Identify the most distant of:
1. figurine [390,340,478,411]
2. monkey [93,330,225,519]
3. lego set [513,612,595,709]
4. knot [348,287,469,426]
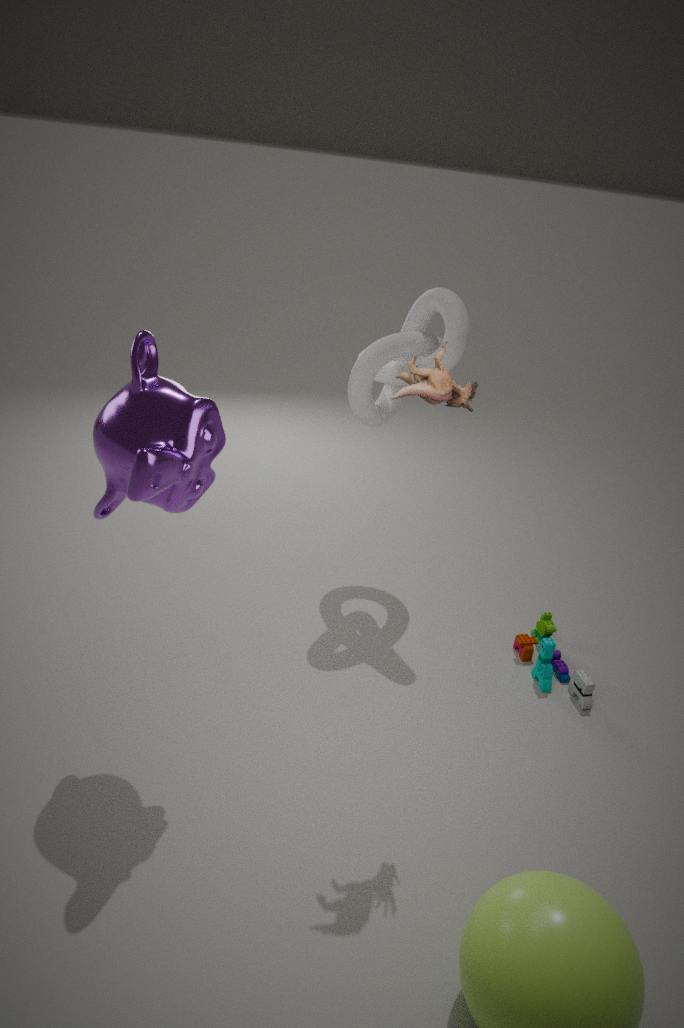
knot [348,287,469,426]
